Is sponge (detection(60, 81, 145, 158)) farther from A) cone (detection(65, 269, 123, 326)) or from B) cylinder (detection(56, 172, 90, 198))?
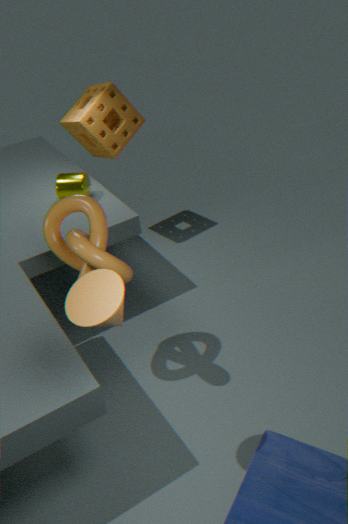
A) cone (detection(65, 269, 123, 326))
